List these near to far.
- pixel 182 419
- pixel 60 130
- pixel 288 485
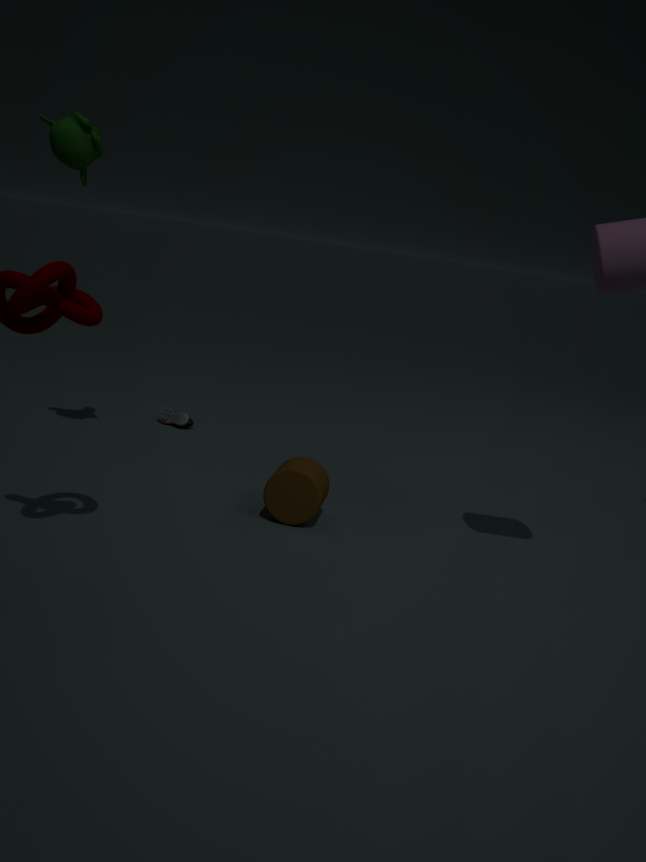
1. pixel 288 485
2. pixel 60 130
3. pixel 182 419
